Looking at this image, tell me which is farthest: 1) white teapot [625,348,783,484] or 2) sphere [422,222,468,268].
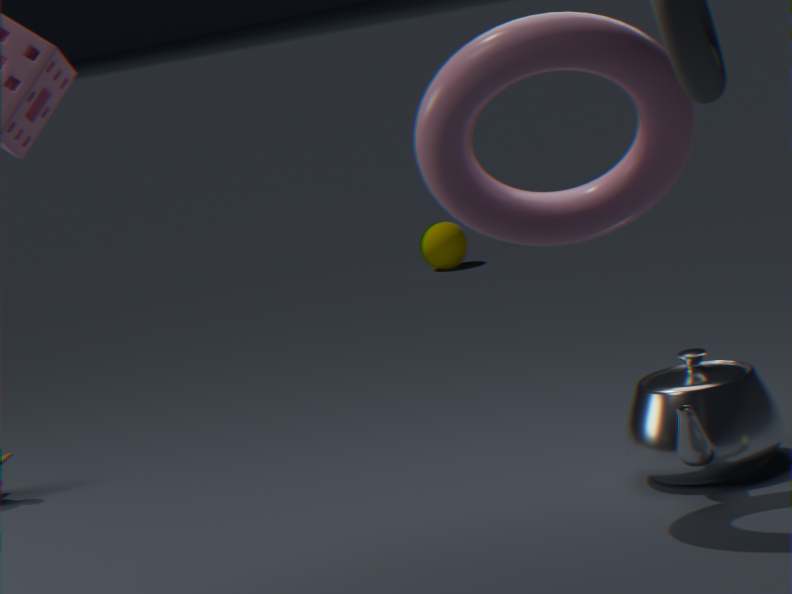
2. sphere [422,222,468,268]
